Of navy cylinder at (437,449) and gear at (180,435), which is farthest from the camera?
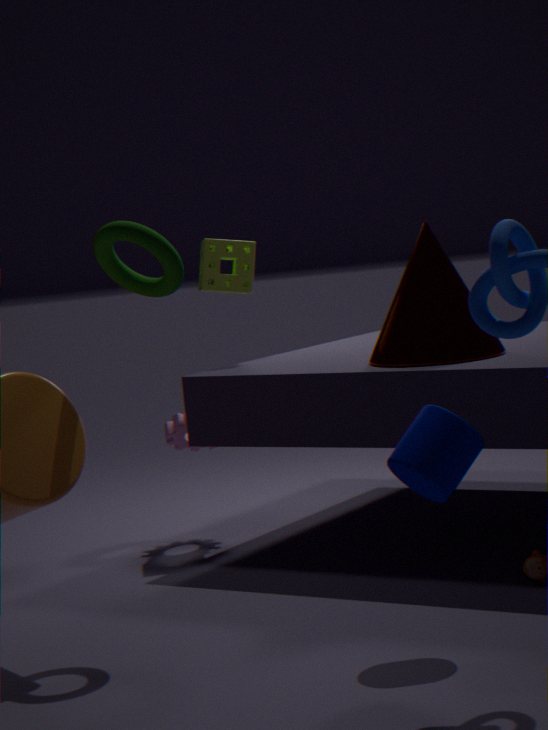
gear at (180,435)
